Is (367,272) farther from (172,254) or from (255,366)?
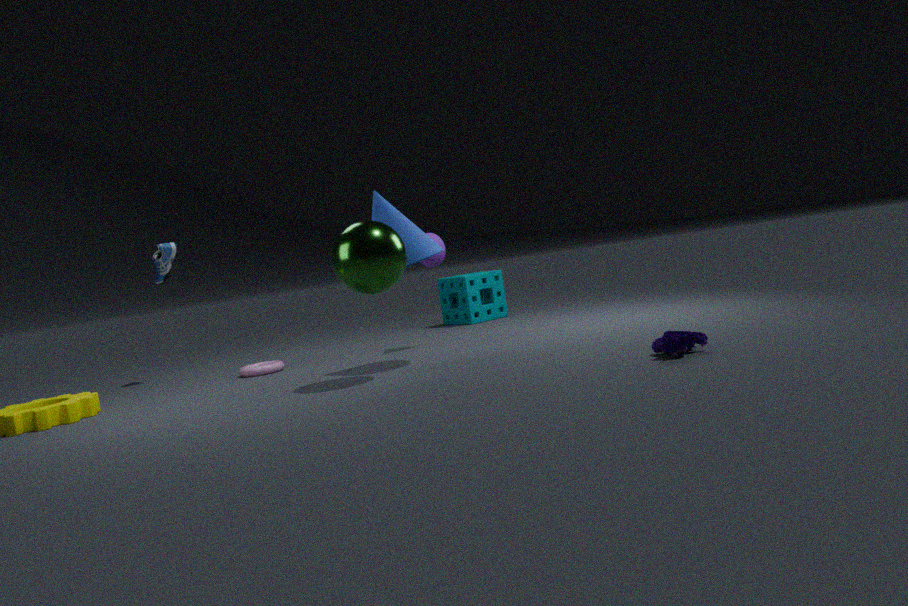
(172,254)
